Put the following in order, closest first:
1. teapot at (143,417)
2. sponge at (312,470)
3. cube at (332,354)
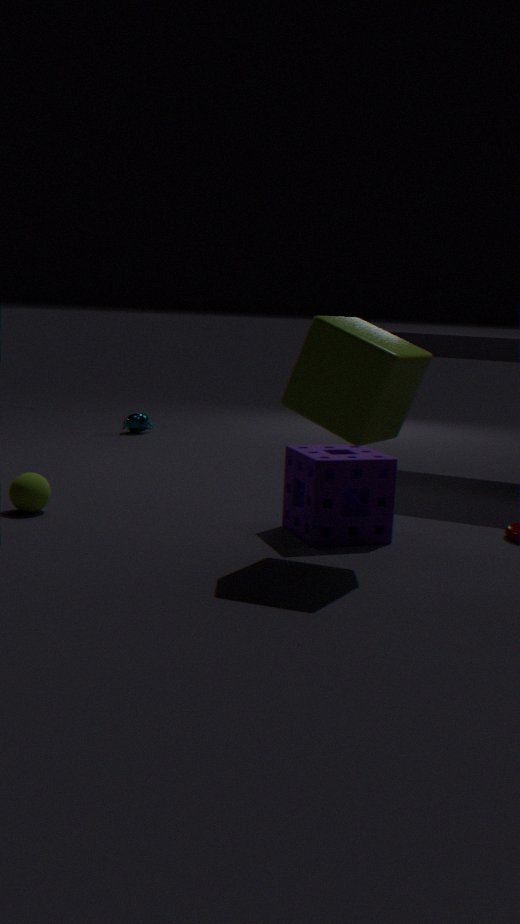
1. cube at (332,354)
2. sponge at (312,470)
3. teapot at (143,417)
